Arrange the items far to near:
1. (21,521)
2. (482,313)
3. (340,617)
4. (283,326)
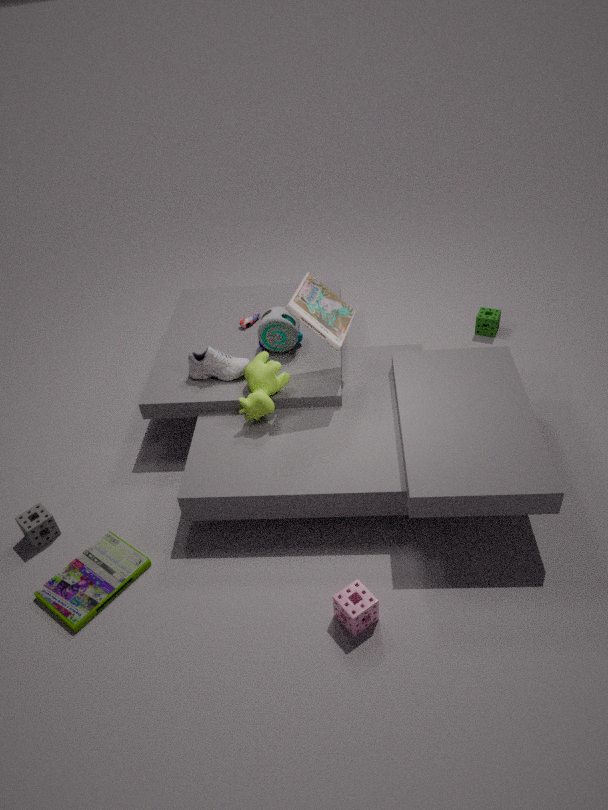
1. (482,313)
2. (283,326)
3. (21,521)
4. (340,617)
